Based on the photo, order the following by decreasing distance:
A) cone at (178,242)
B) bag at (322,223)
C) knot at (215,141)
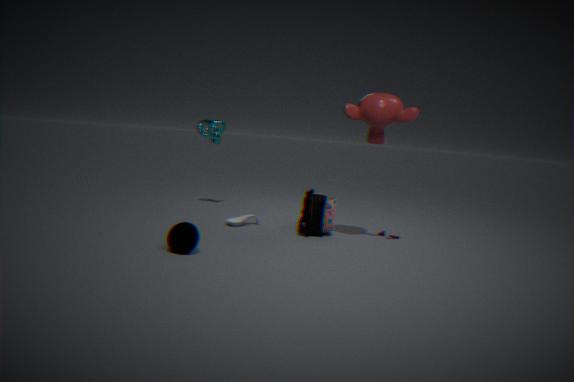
knot at (215,141)
bag at (322,223)
cone at (178,242)
